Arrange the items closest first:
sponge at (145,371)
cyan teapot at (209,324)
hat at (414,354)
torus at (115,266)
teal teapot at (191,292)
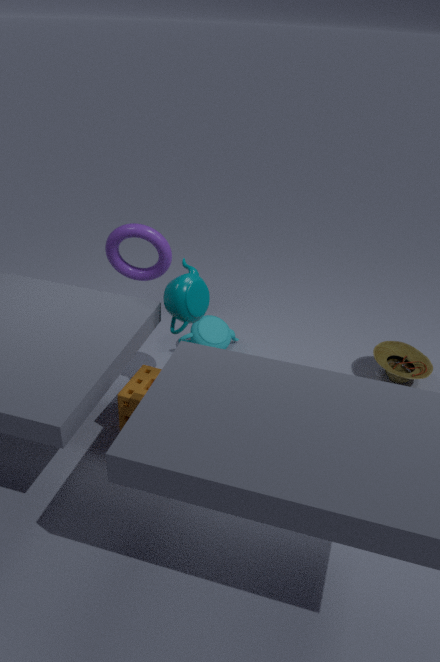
sponge at (145,371)
teal teapot at (191,292)
hat at (414,354)
torus at (115,266)
cyan teapot at (209,324)
